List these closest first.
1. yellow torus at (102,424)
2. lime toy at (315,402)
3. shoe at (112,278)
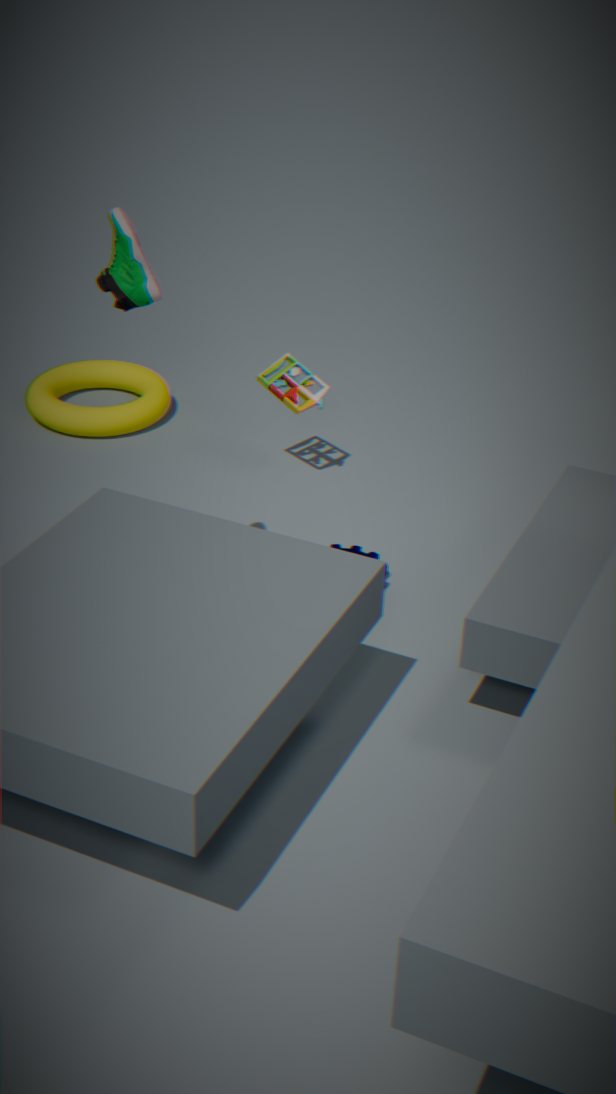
shoe at (112,278)
lime toy at (315,402)
yellow torus at (102,424)
